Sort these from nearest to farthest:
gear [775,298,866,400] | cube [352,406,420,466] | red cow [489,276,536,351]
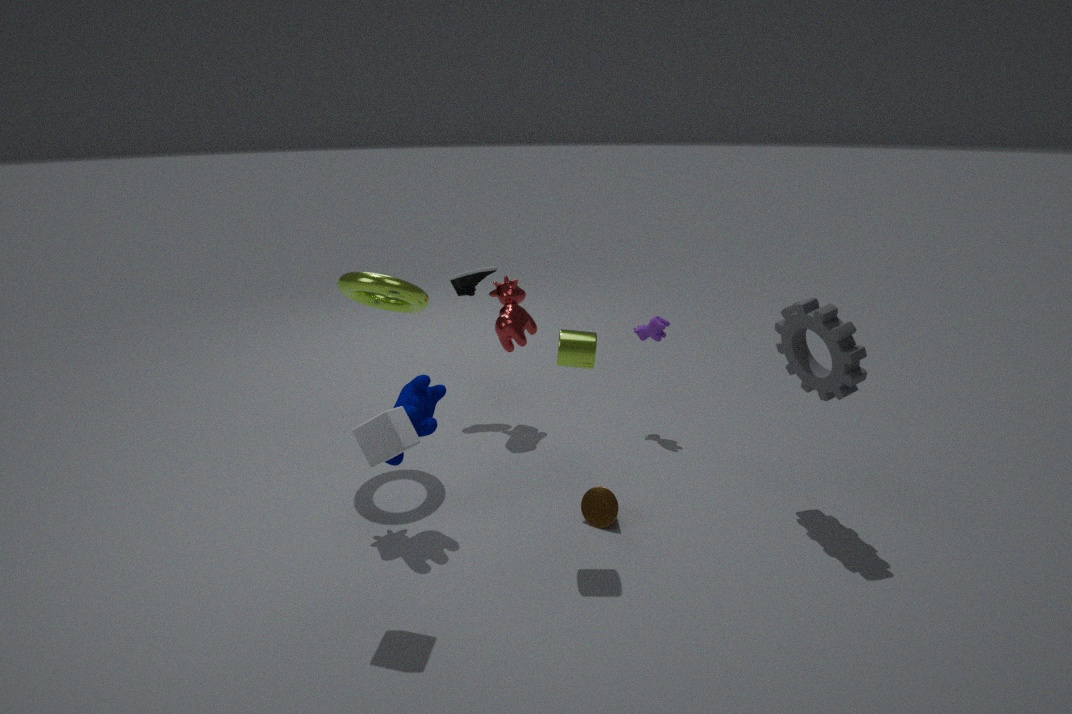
cube [352,406,420,466] < gear [775,298,866,400] < red cow [489,276,536,351]
